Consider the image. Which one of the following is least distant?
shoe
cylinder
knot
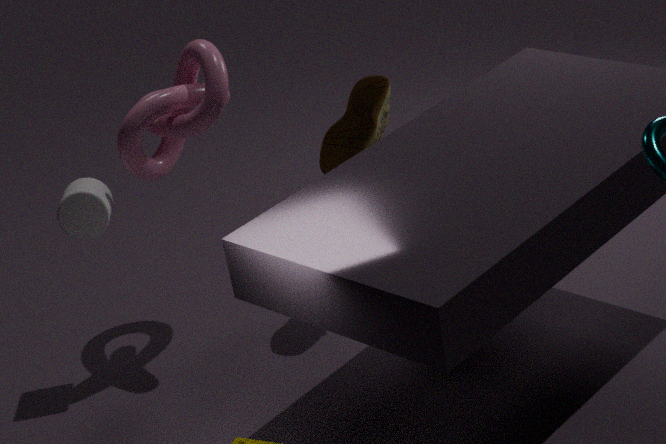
knot
